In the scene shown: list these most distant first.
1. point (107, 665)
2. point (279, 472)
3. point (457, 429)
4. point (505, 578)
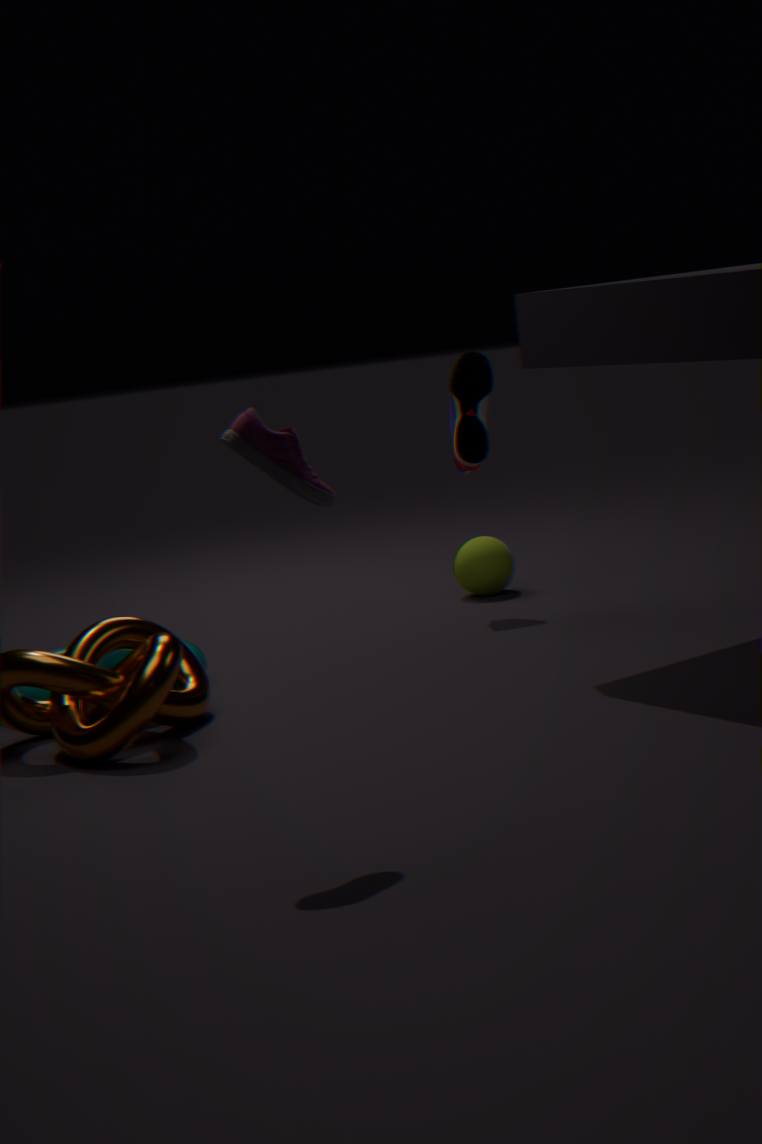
point (505, 578) < point (457, 429) < point (107, 665) < point (279, 472)
